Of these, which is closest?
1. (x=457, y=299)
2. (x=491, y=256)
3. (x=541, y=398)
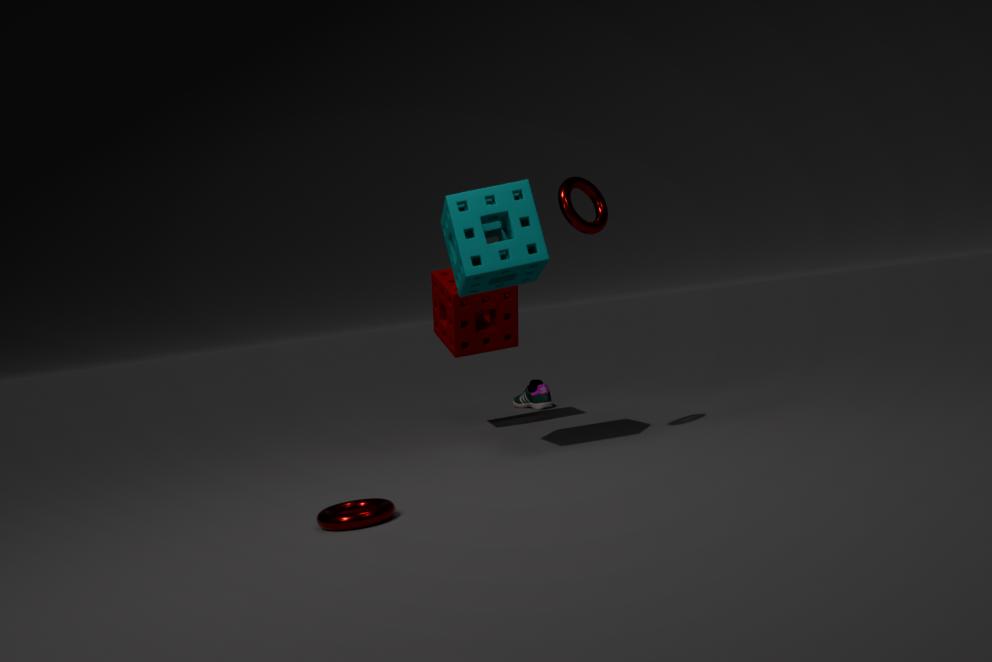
(x=491, y=256)
